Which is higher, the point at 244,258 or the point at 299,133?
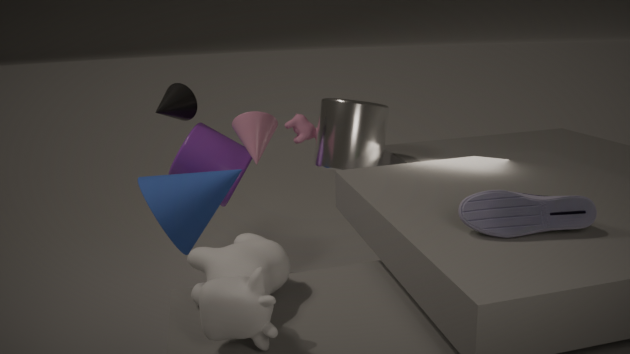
the point at 299,133
